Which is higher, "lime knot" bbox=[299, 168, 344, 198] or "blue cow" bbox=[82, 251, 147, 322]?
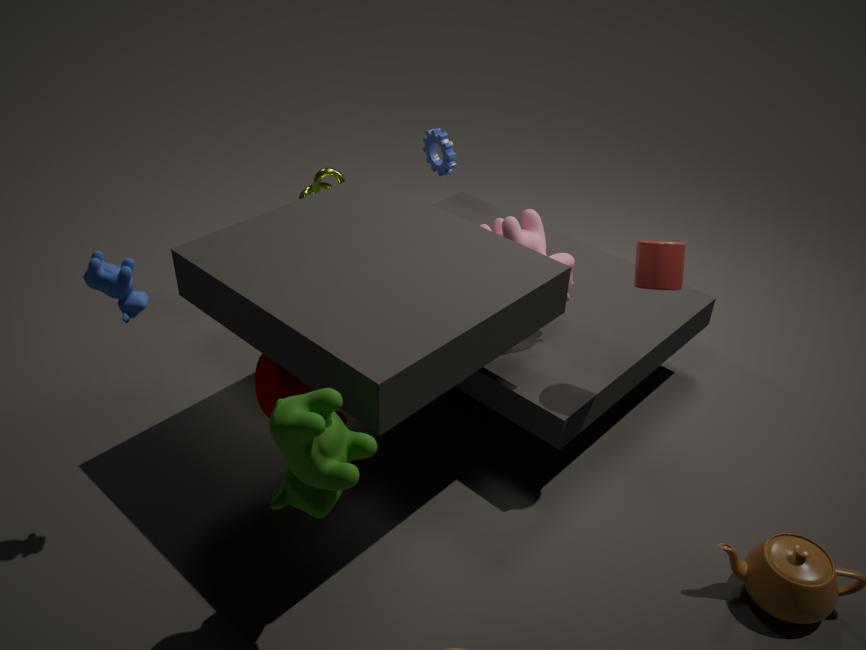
"blue cow" bbox=[82, 251, 147, 322]
